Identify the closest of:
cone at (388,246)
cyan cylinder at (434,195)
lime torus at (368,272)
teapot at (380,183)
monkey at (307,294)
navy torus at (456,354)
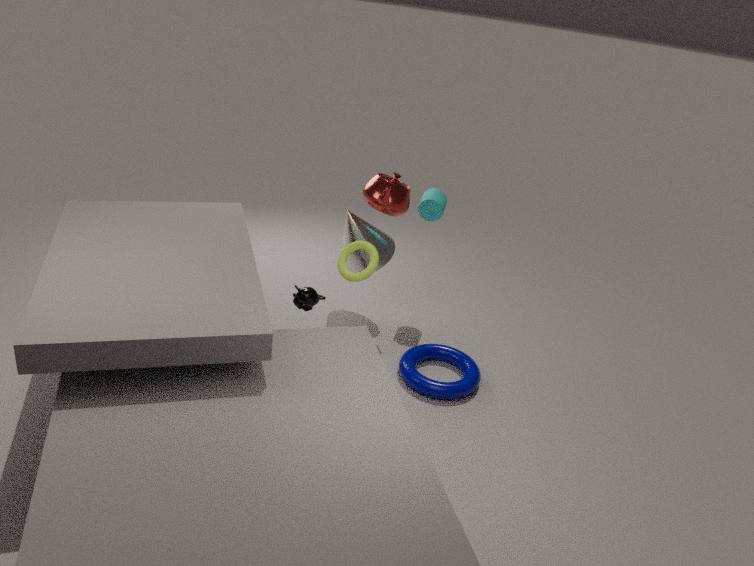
lime torus at (368,272)
